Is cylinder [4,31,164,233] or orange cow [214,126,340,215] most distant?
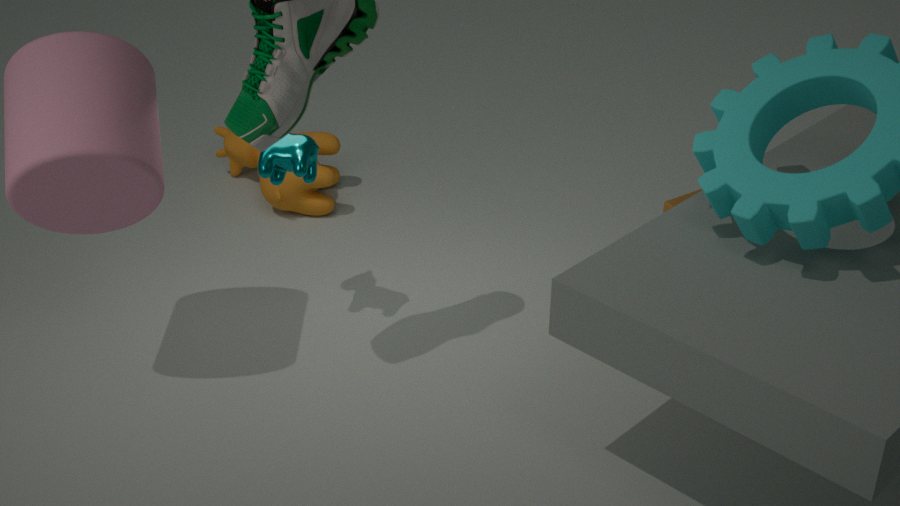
orange cow [214,126,340,215]
